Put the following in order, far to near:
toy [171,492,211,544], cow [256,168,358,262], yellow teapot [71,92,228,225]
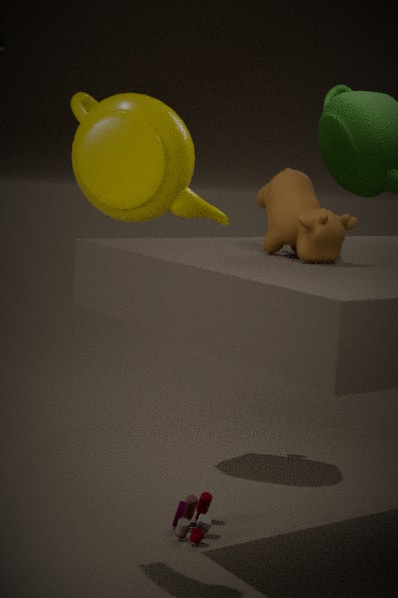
yellow teapot [71,92,228,225]
toy [171,492,211,544]
cow [256,168,358,262]
